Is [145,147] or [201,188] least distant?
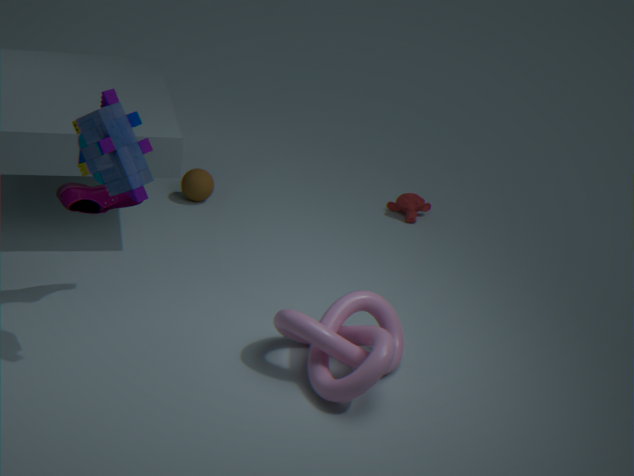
[145,147]
